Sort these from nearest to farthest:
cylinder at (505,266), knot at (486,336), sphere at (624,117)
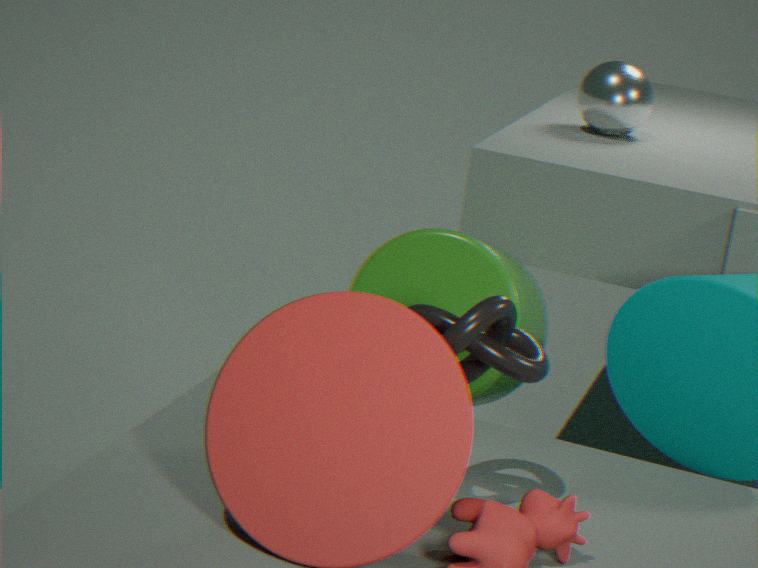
1. knot at (486,336)
2. cylinder at (505,266)
3. sphere at (624,117)
